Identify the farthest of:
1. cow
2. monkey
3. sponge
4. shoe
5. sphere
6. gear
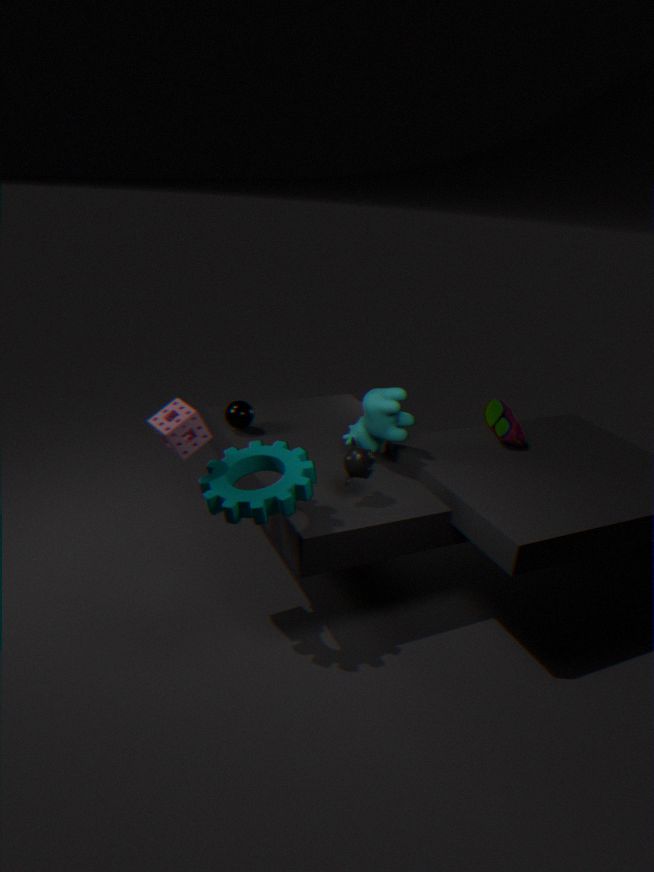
sphere
